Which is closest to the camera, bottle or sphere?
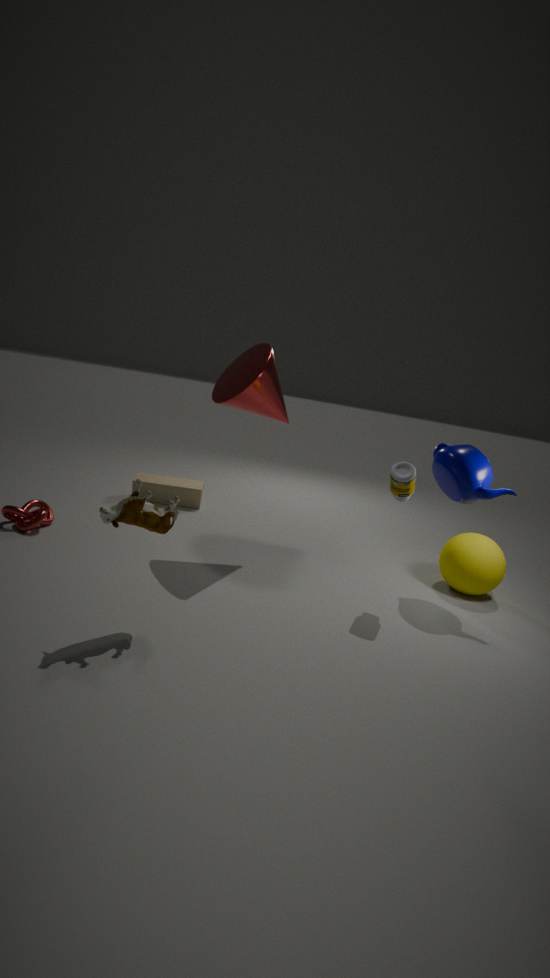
bottle
